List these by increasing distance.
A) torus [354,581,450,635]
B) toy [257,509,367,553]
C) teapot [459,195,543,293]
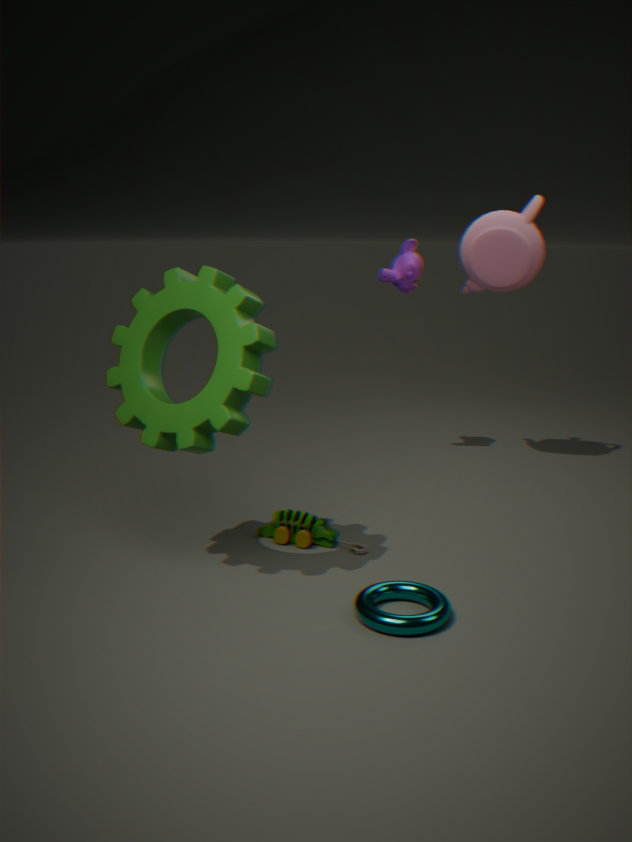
torus [354,581,450,635] → toy [257,509,367,553] → teapot [459,195,543,293]
